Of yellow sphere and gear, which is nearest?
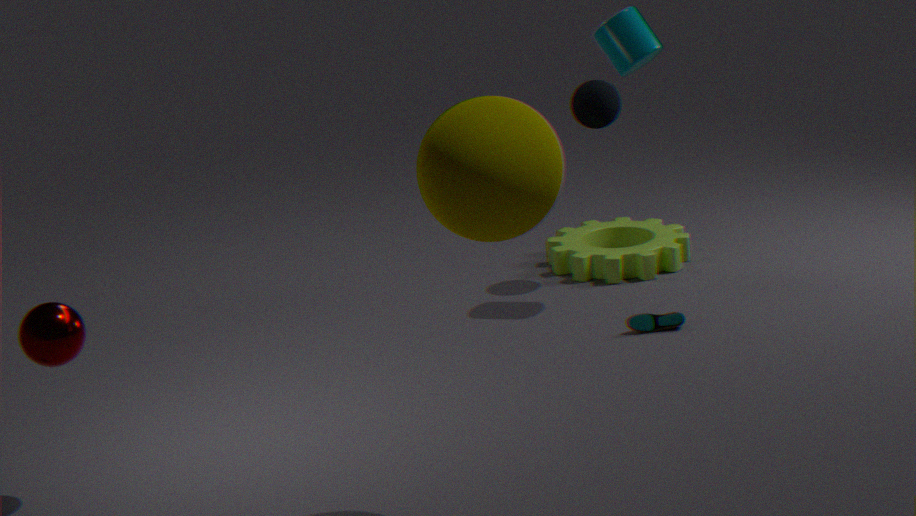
yellow sphere
